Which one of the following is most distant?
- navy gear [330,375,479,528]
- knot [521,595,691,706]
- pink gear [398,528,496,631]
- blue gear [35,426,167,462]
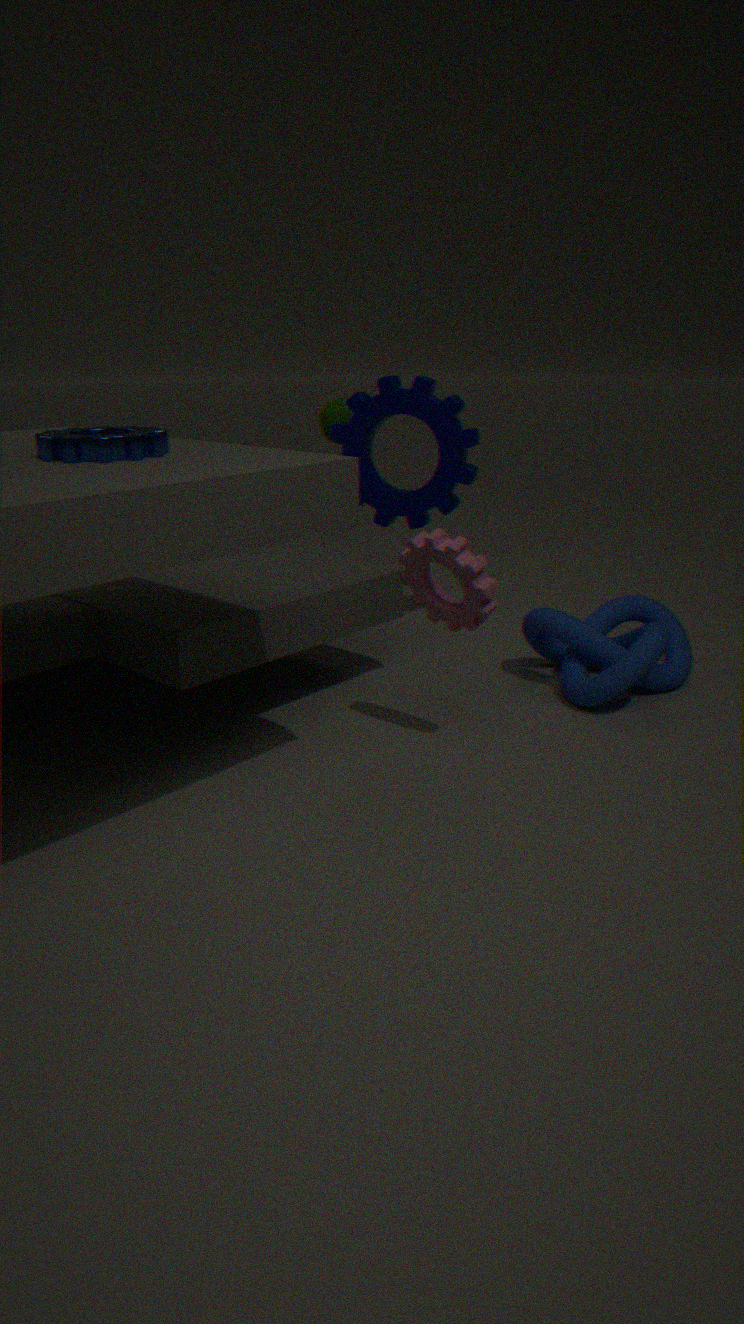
navy gear [330,375,479,528]
